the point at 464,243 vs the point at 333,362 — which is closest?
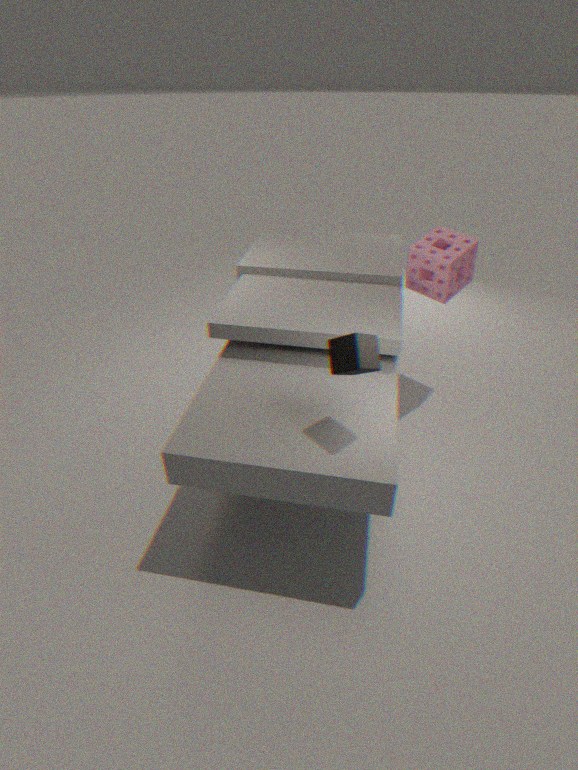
the point at 333,362
